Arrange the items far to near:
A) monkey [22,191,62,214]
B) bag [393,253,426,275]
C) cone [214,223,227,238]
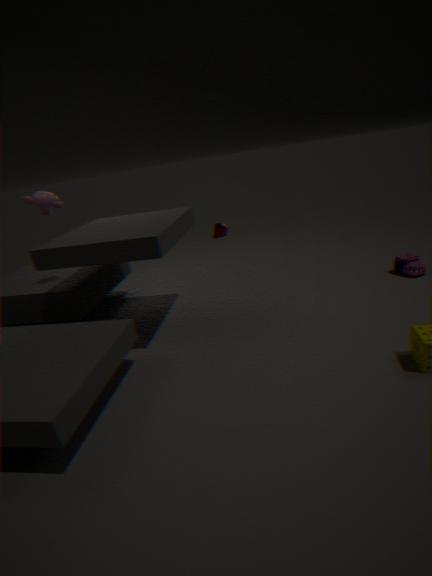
cone [214,223,227,238]
bag [393,253,426,275]
monkey [22,191,62,214]
